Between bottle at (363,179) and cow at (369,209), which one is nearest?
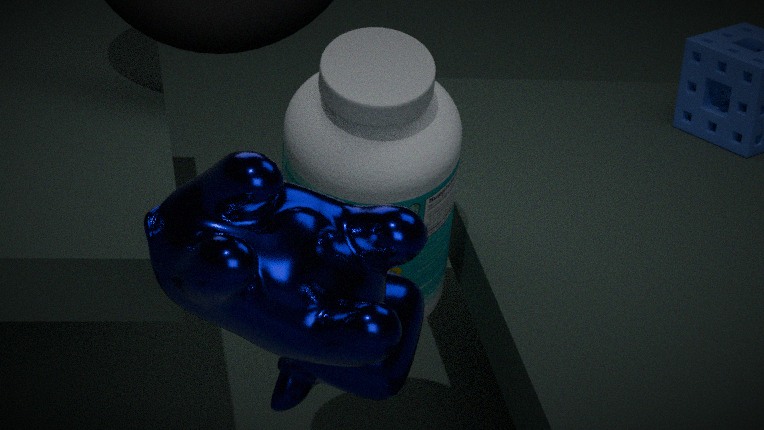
cow at (369,209)
